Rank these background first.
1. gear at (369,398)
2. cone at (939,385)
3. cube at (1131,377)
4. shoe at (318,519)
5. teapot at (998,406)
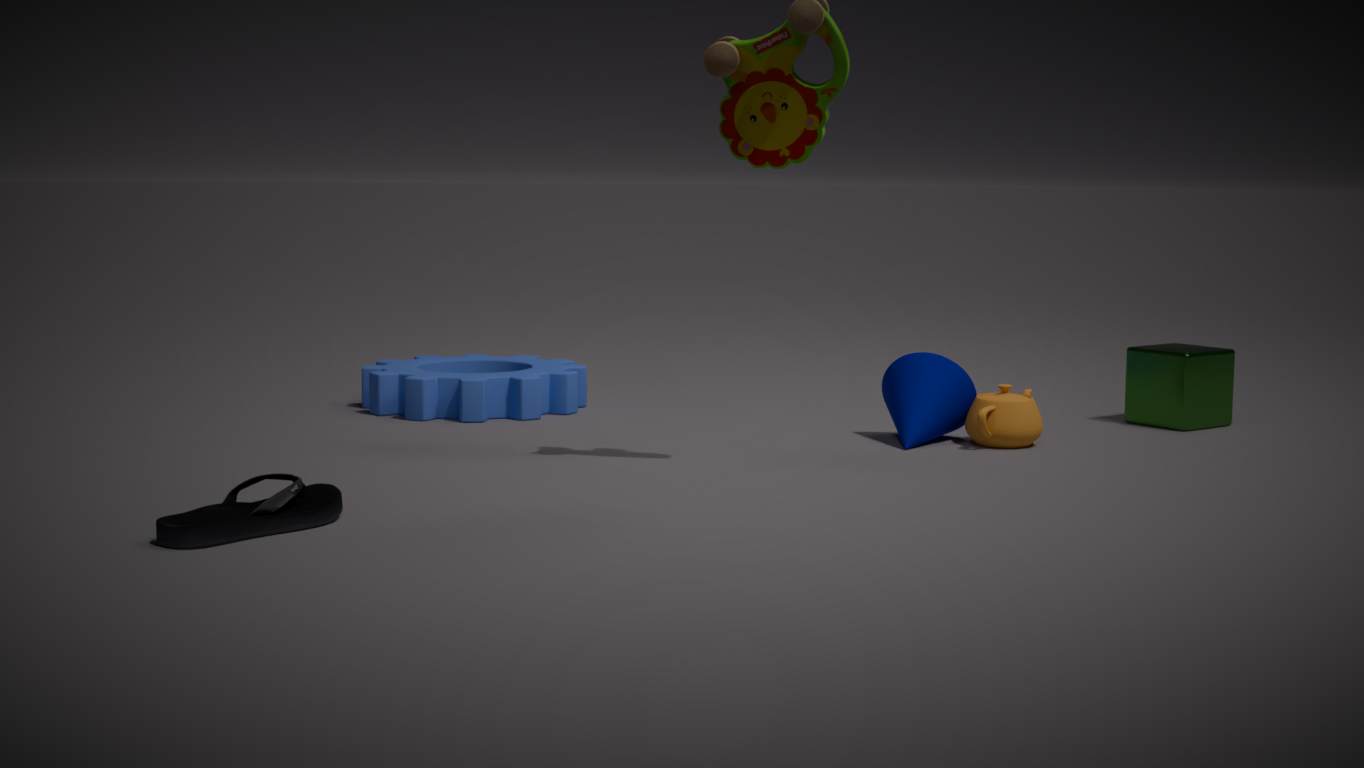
1. gear at (369,398)
2. cube at (1131,377)
3. cone at (939,385)
4. teapot at (998,406)
5. shoe at (318,519)
